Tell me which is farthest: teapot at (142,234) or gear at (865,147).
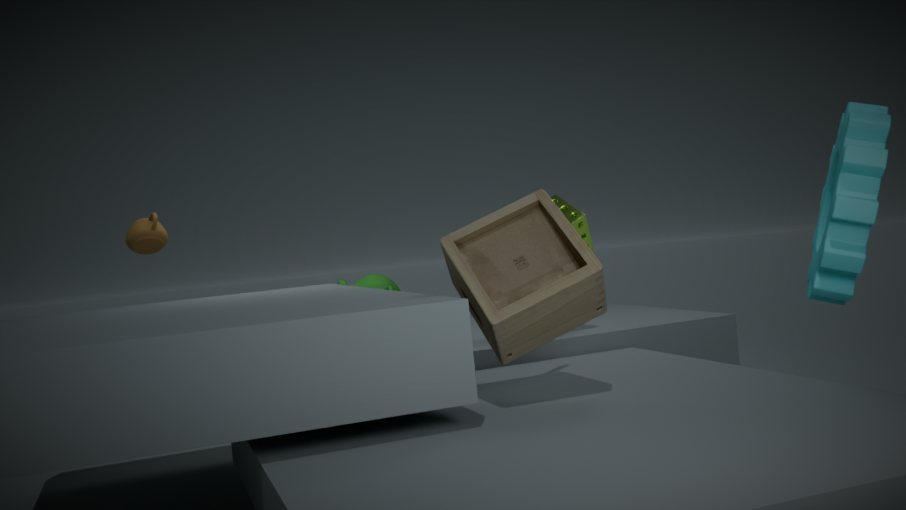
teapot at (142,234)
